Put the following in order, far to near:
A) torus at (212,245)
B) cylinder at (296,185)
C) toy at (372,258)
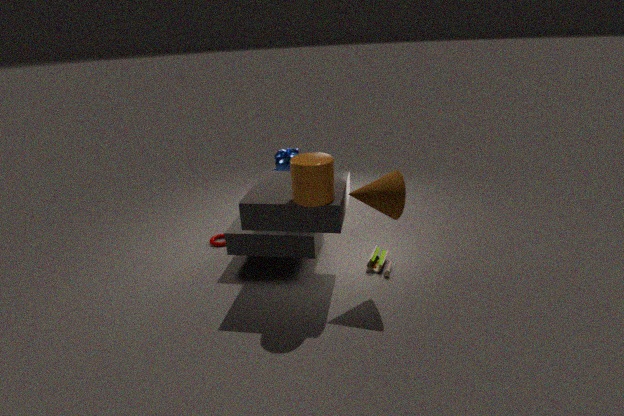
A. torus at (212,245) < C. toy at (372,258) < B. cylinder at (296,185)
